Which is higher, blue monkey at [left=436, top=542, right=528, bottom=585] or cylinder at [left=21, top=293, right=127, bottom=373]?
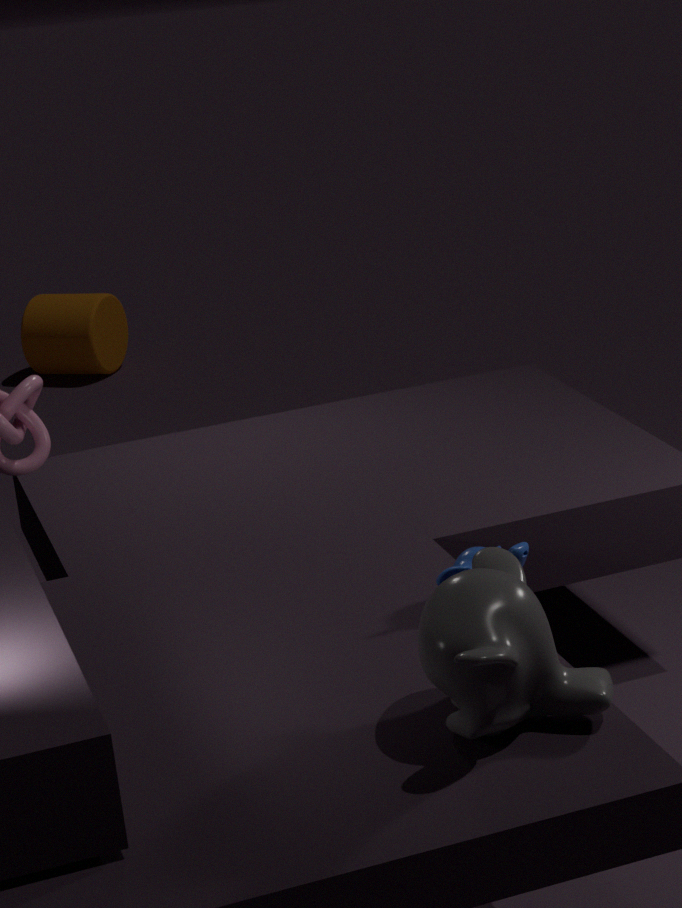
blue monkey at [left=436, top=542, right=528, bottom=585]
